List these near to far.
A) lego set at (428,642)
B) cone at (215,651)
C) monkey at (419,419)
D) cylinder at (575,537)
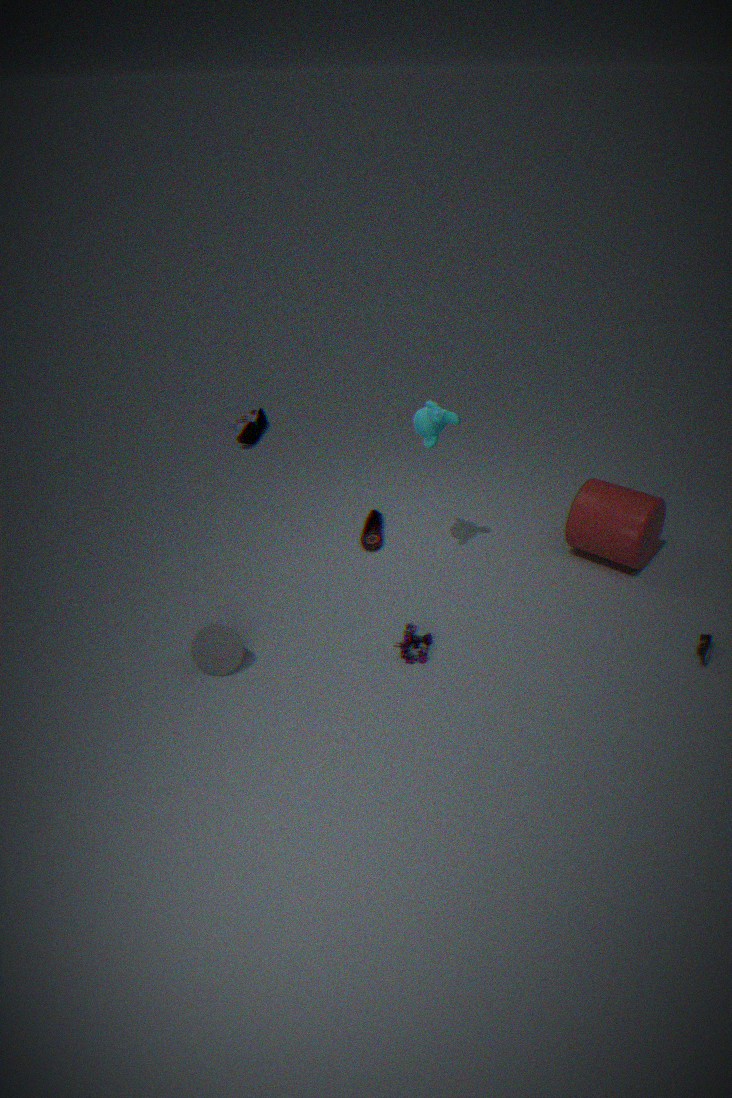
cone at (215,651), lego set at (428,642), monkey at (419,419), cylinder at (575,537)
